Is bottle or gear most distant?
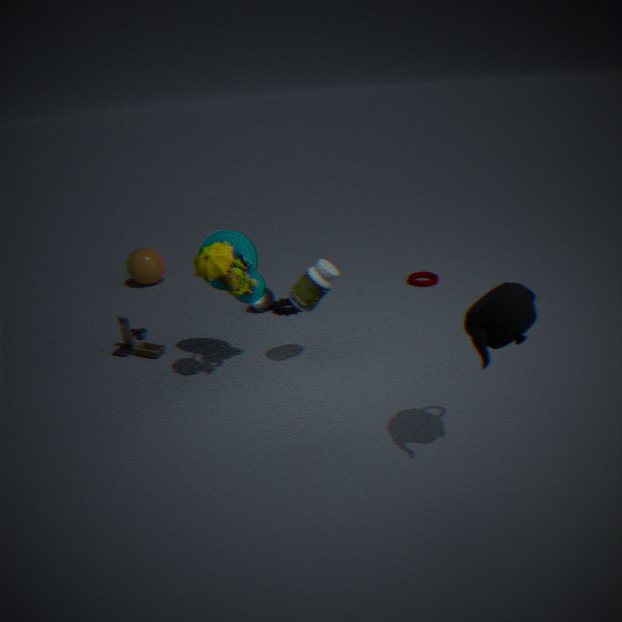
gear
